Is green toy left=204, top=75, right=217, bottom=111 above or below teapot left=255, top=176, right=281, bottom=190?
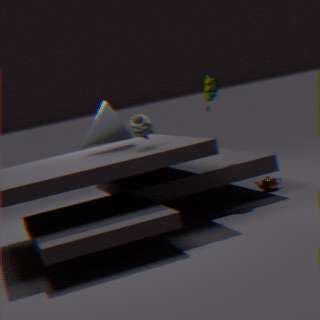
above
